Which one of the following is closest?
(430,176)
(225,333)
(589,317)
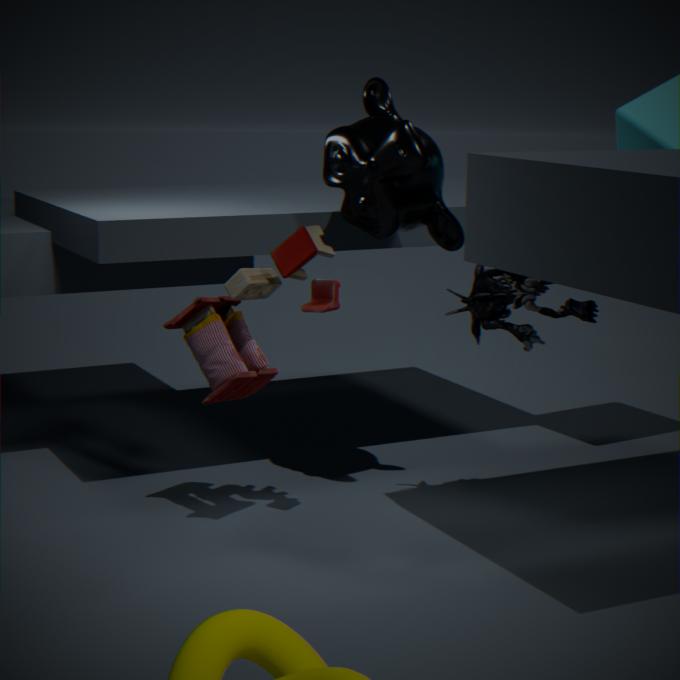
(589,317)
